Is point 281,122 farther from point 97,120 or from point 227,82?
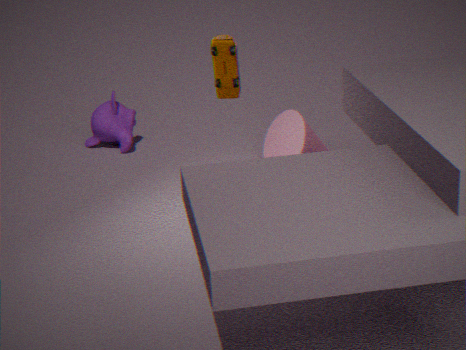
point 97,120
